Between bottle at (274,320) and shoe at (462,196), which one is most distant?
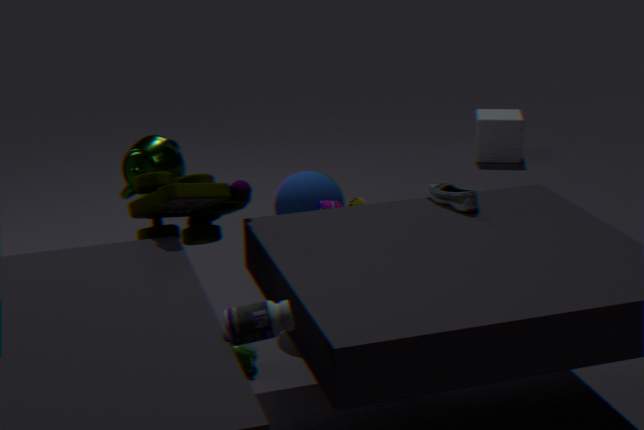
shoe at (462,196)
